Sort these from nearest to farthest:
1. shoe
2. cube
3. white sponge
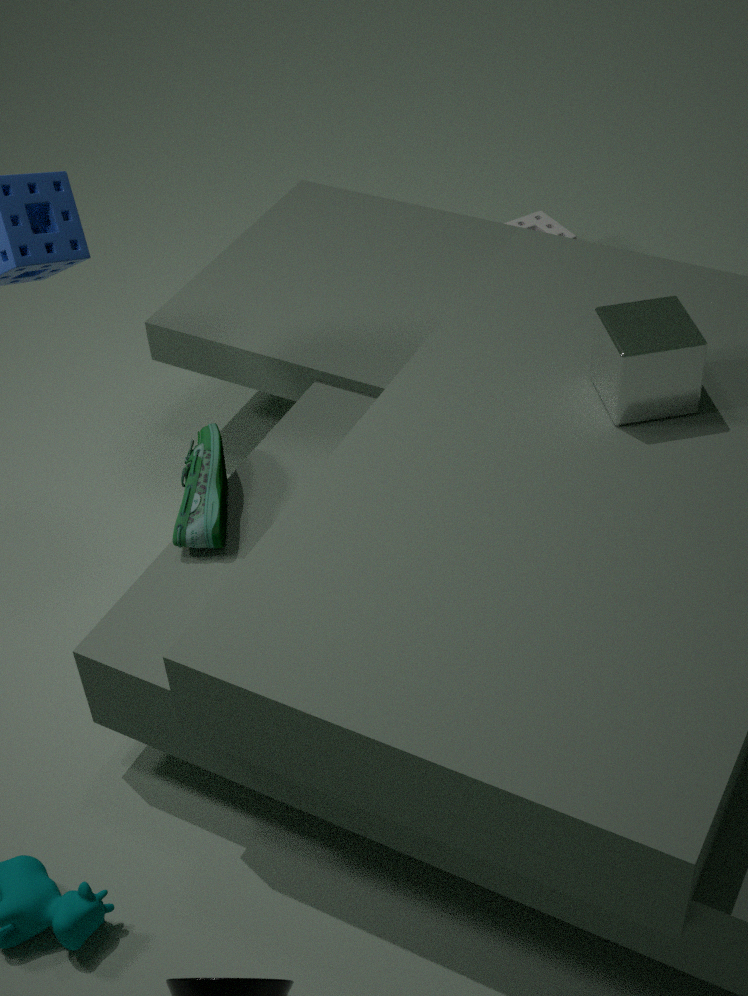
cube
shoe
white sponge
